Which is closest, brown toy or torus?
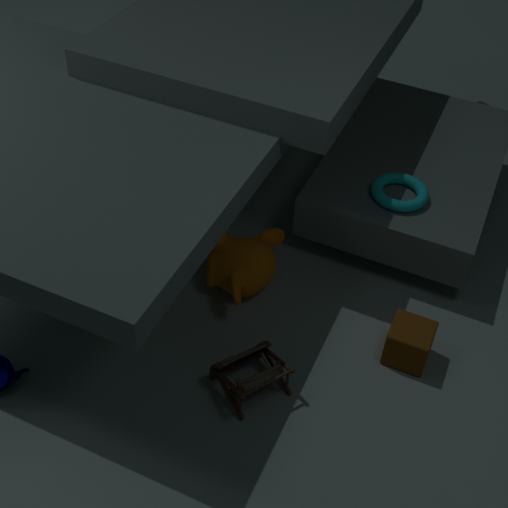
brown toy
